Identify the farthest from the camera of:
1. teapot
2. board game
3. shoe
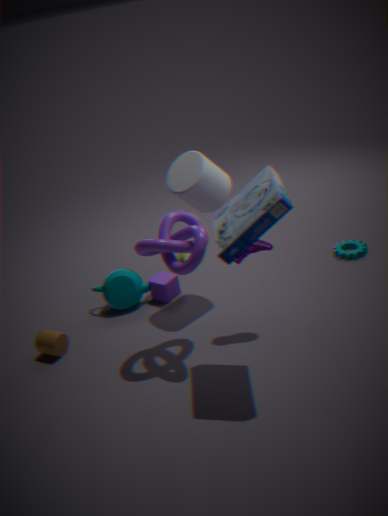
teapot
